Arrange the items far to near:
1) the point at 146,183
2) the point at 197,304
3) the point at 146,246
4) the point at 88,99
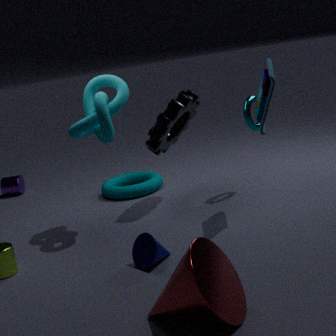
1. the point at 146,183 < 4. the point at 88,99 < 3. the point at 146,246 < 2. the point at 197,304
